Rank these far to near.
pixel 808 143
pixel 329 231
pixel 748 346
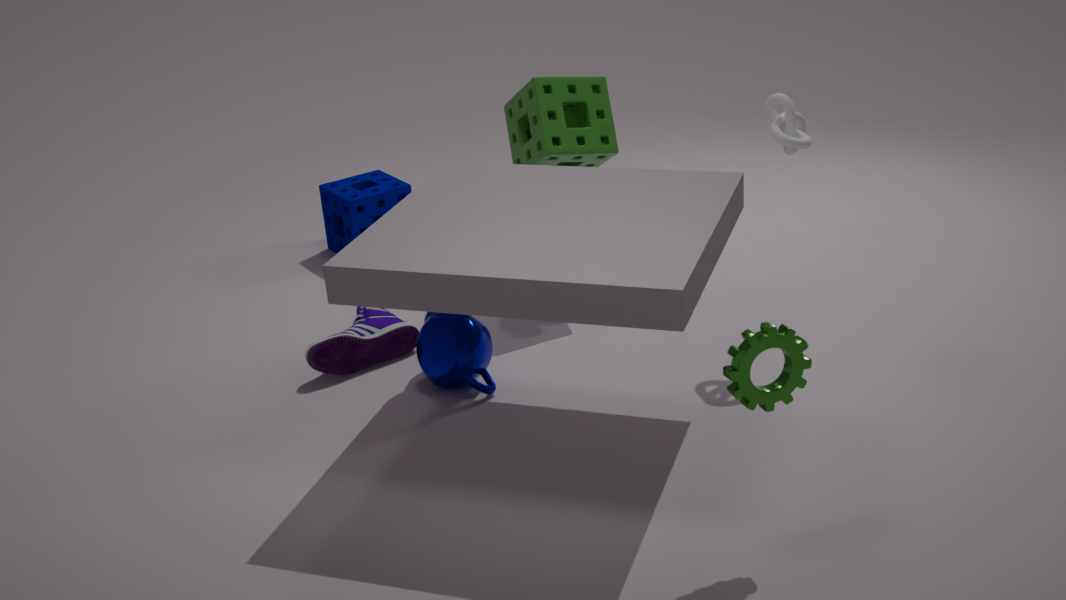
pixel 329 231, pixel 808 143, pixel 748 346
